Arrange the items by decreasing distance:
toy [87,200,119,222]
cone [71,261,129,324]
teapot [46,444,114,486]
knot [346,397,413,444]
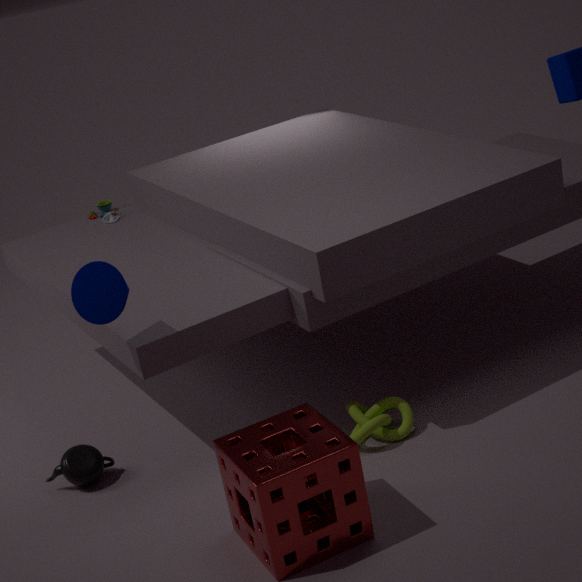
toy [87,200,119,222]
teapot [46,444,114,486]
knot [346,397,413,444]
cone [71,261,129,324]
